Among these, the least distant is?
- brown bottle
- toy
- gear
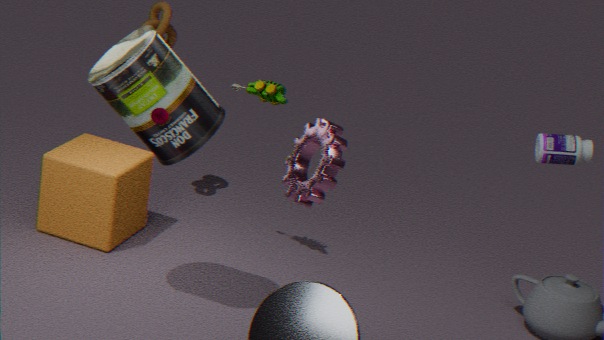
gear
